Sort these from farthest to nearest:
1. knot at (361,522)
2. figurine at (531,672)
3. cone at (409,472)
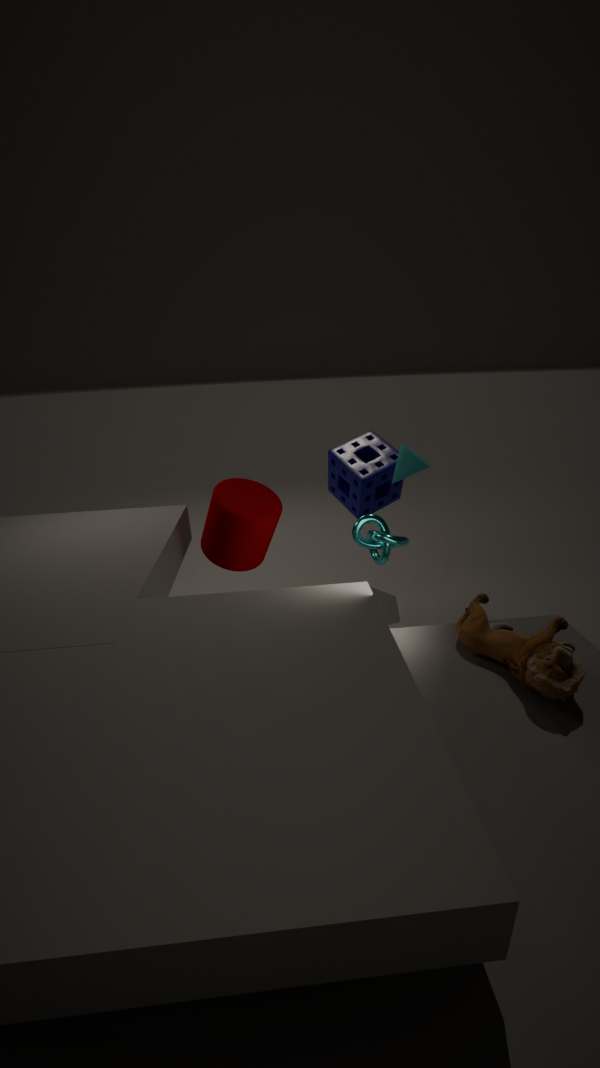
cone at (409,472) < knot at (361,522) < figurine at (531,672)
